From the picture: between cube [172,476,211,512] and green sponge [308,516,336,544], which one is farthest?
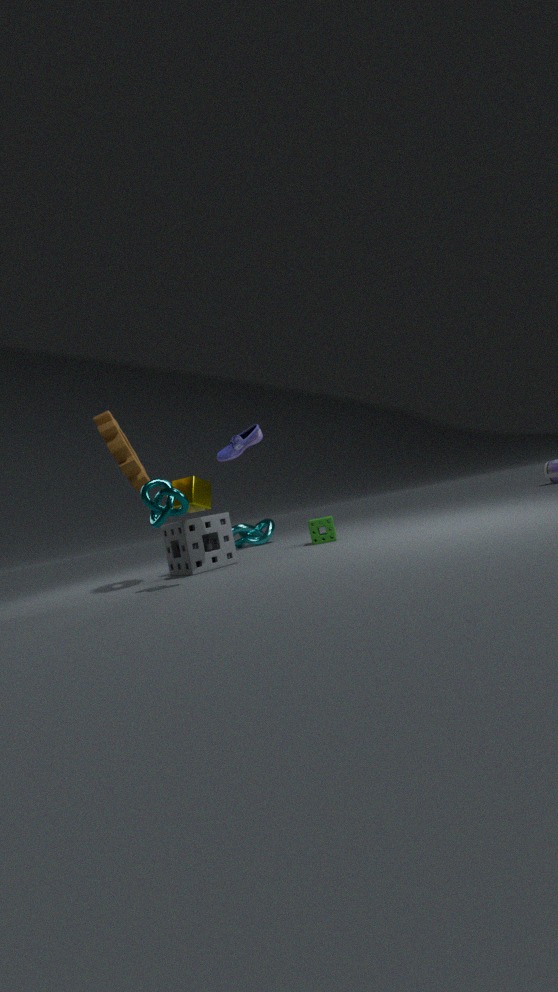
green sponge [308,516,336,544]
